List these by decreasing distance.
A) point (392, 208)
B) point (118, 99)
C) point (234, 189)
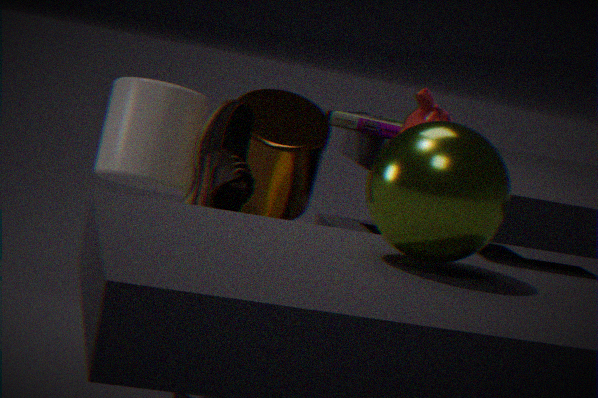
point (118, 99), point (234, 189), point (392, 208)
